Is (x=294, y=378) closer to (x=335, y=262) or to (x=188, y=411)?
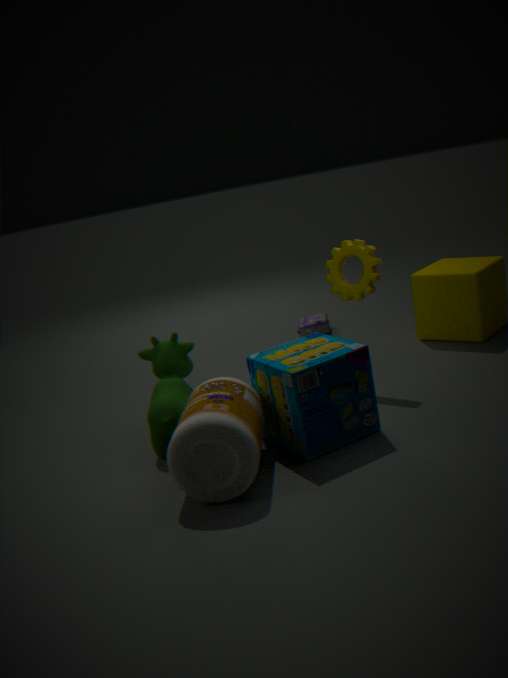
(x=188, y=411)
